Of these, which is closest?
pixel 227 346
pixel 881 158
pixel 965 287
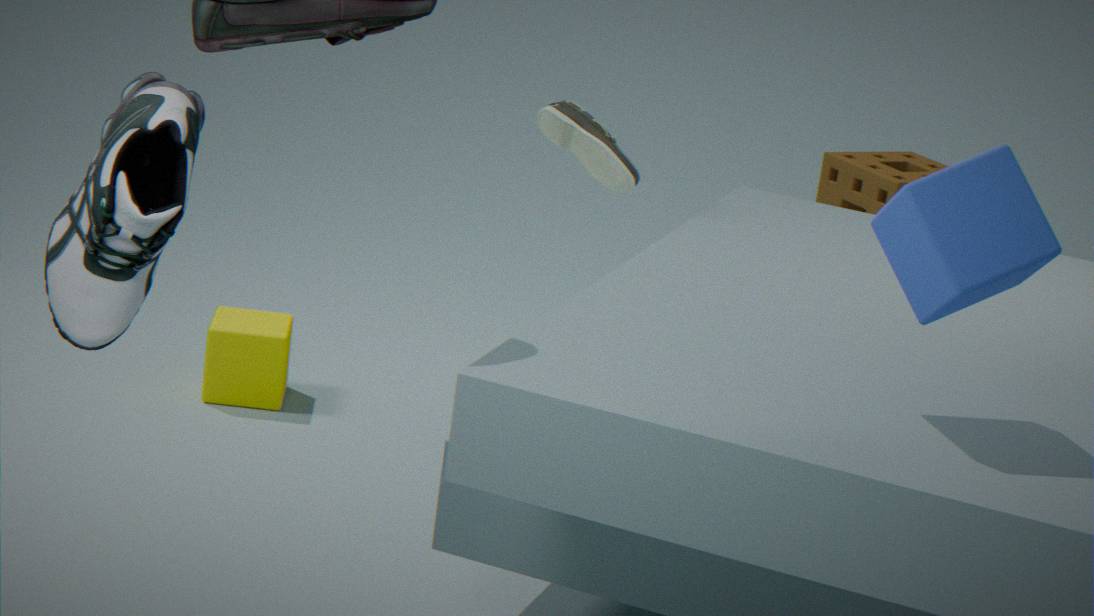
pixel 965 287
